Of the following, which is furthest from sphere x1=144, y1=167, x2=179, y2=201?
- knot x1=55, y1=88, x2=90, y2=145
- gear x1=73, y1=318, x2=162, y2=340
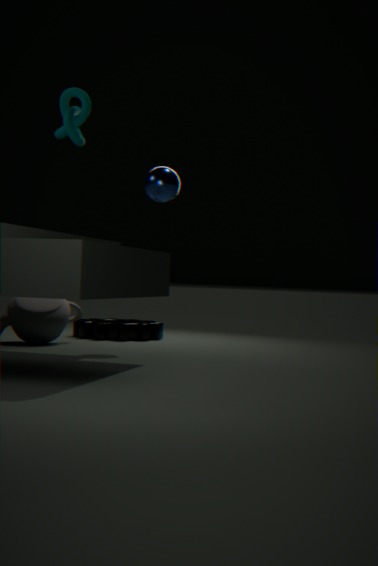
gear x1=73, y1=318, x2=162, y2=340
